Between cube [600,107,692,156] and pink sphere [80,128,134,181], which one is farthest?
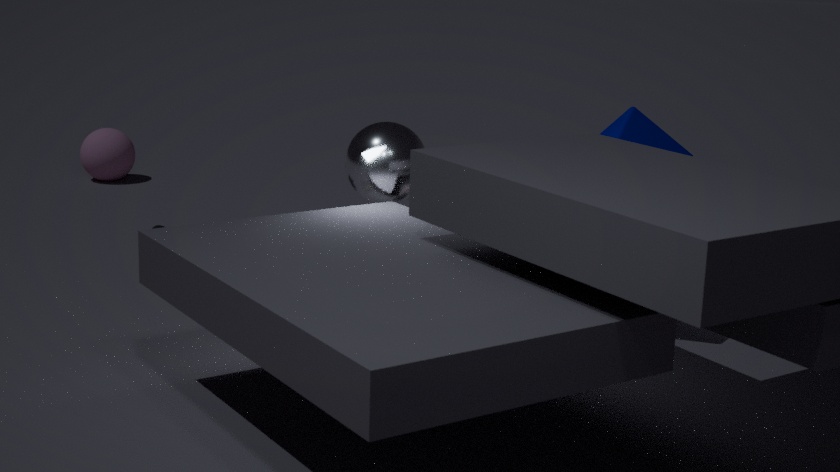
pink sphere [80,128,134,181]
